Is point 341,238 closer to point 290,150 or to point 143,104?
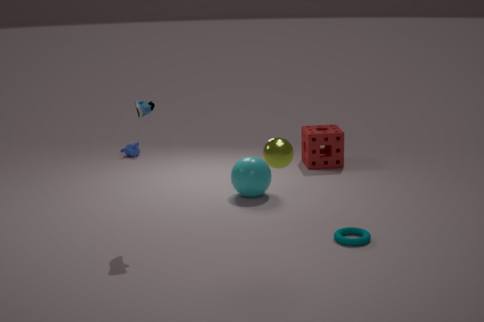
point 290,150
